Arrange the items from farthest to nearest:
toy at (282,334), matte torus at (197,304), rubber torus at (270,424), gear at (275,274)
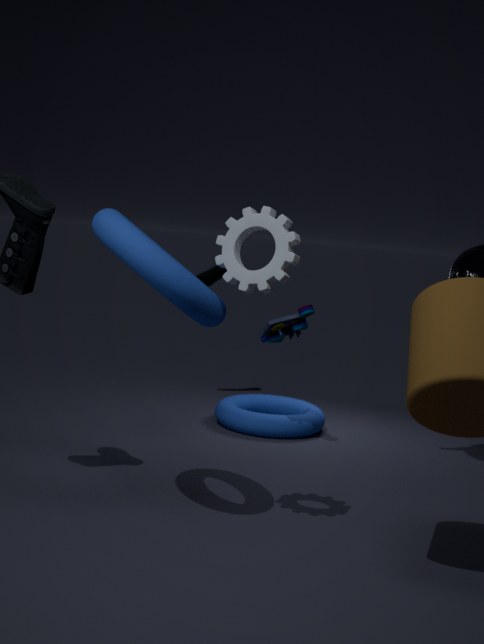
rubber torus at (270,424)
toy at (282,334)
gear at (275,274)
matte torus at (197,304)
